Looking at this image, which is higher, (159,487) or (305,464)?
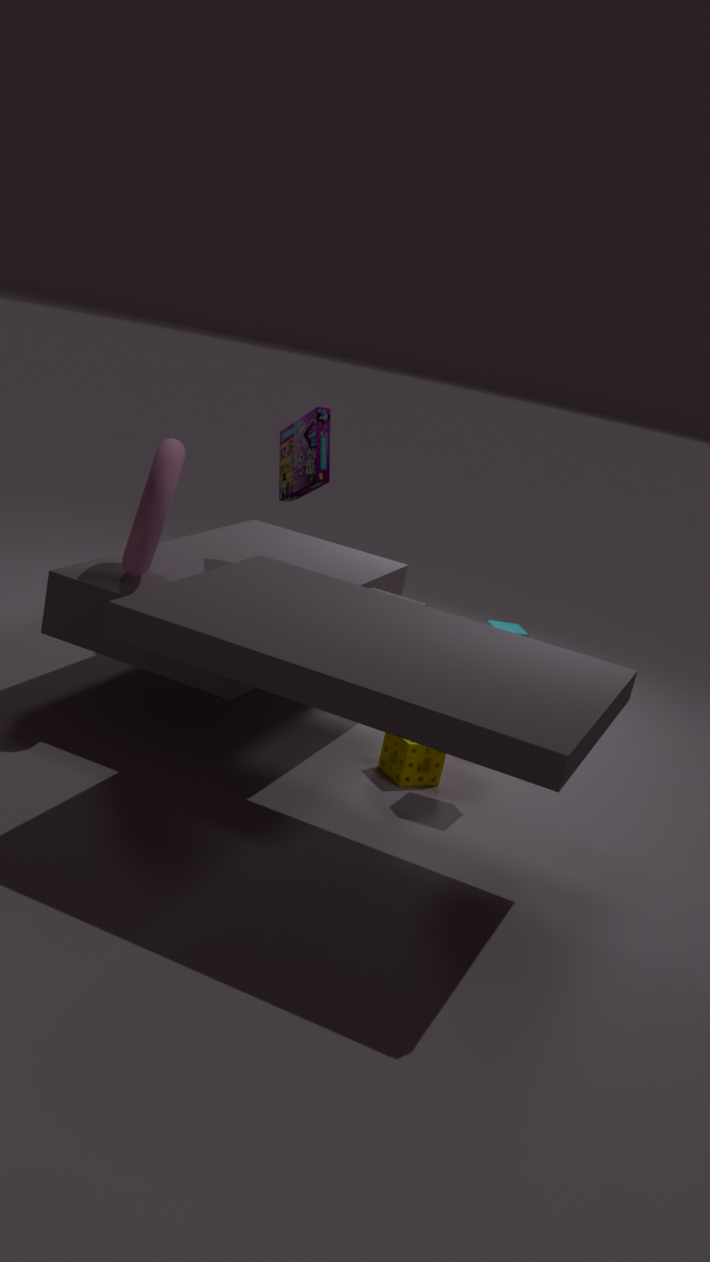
(305,464)
